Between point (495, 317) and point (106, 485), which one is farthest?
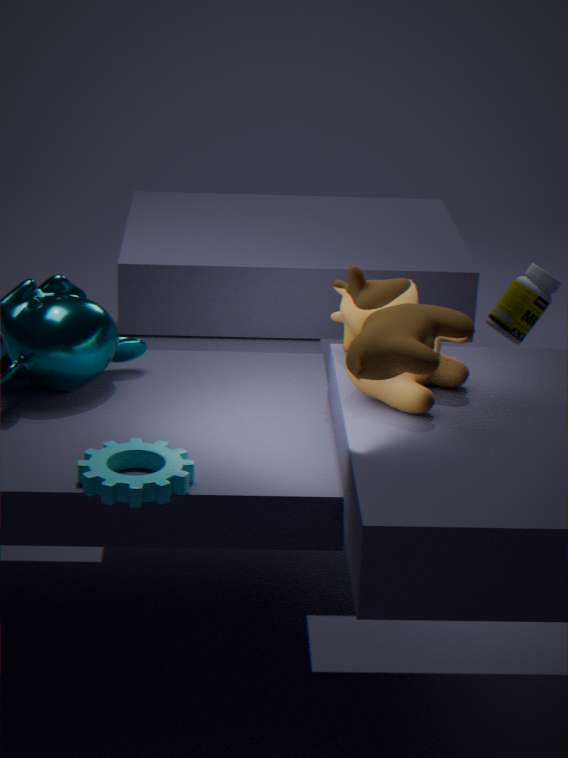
point (495, 317)
